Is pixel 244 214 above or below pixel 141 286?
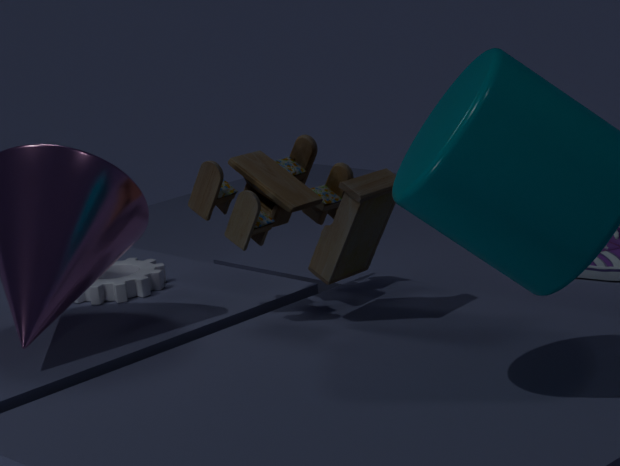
above
